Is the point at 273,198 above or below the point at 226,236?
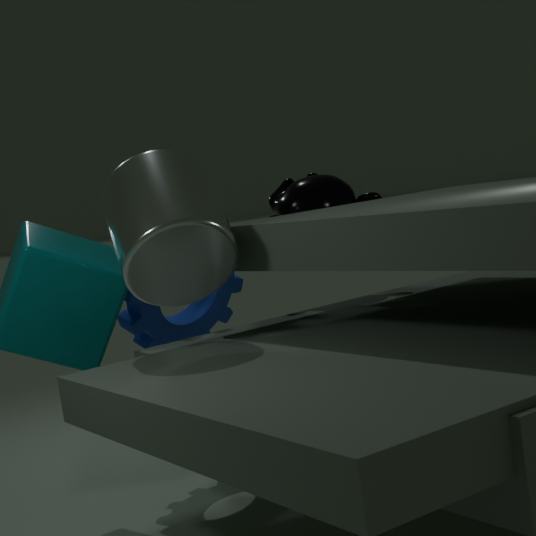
below
